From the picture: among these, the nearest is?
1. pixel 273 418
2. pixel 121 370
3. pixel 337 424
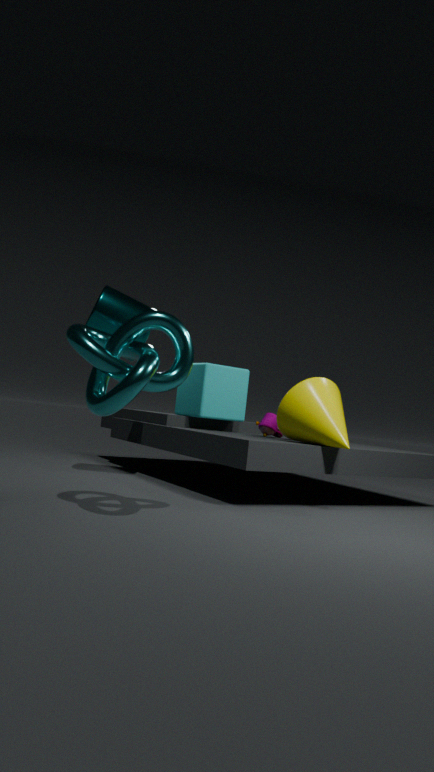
pixel 121 370
